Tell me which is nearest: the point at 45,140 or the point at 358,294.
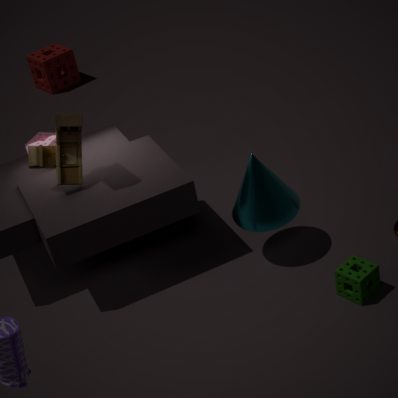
the point at 358,294
